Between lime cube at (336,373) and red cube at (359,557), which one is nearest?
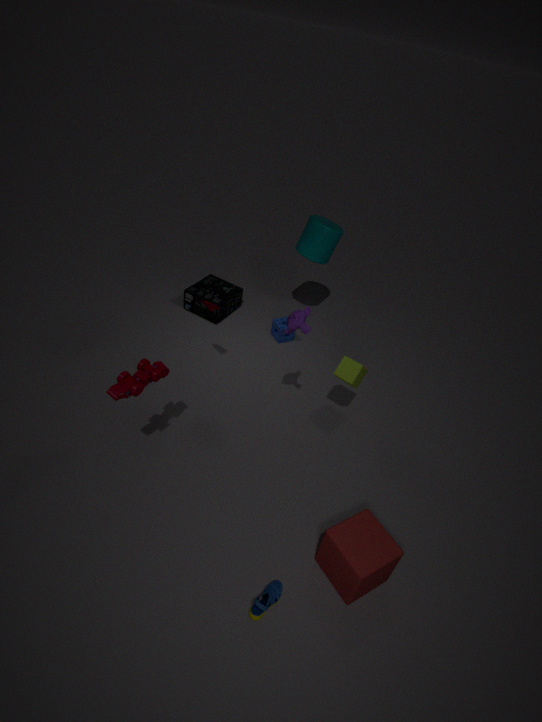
red cube at (359,557)
